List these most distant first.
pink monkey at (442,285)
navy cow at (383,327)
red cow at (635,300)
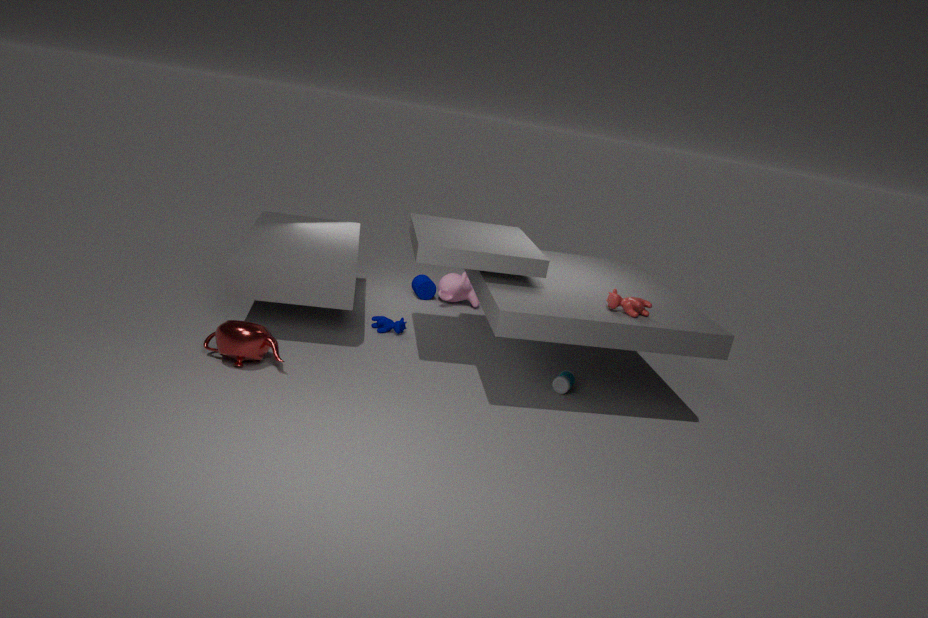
pink monkey at (442,285), navy cow at (383,327), red cow at (635,300)
